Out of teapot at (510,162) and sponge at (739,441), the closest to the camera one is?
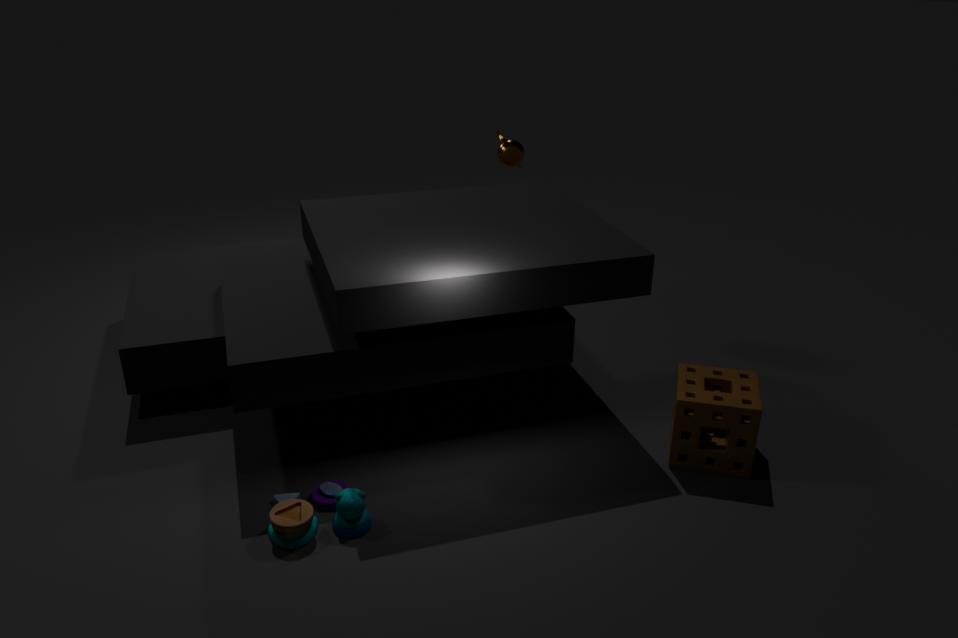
sponge at (739,441)
